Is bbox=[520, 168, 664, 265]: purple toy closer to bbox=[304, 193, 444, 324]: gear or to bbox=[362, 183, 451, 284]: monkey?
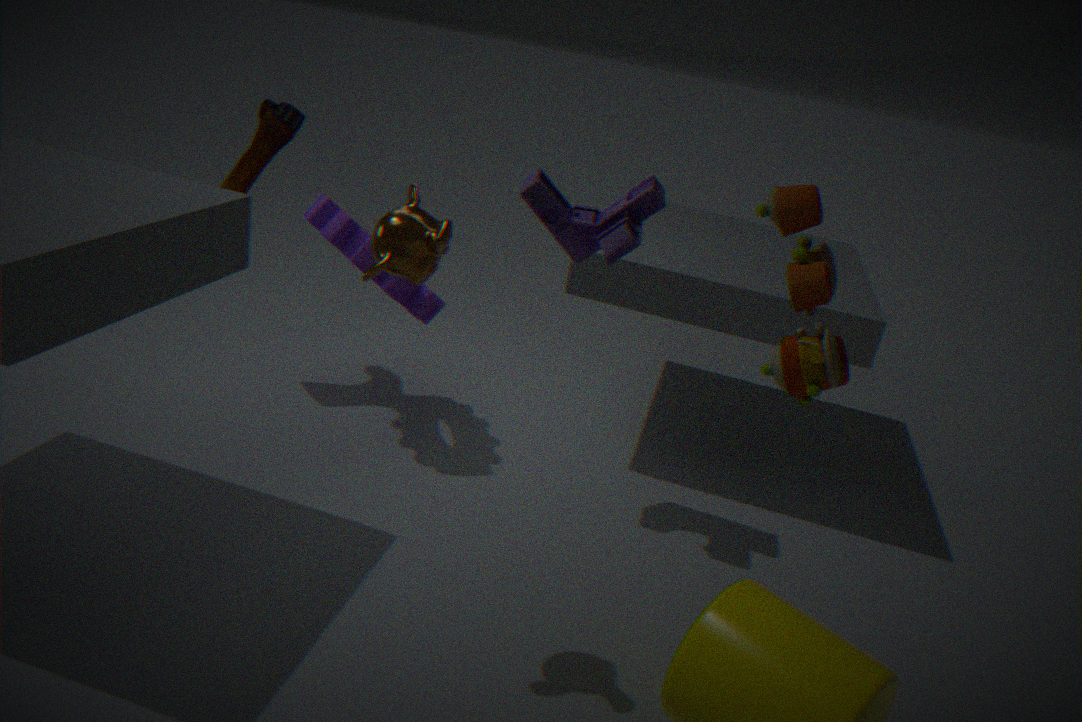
bbox=[304, 193, 444, 324]: gear
